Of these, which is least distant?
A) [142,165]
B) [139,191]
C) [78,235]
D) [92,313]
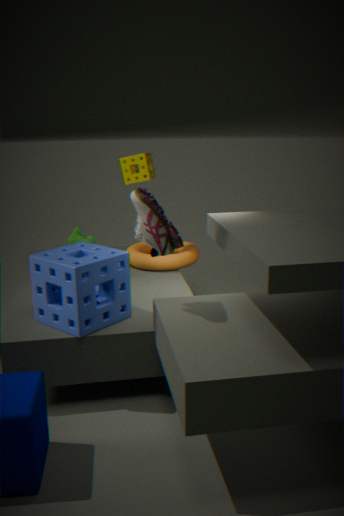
[139,191]
